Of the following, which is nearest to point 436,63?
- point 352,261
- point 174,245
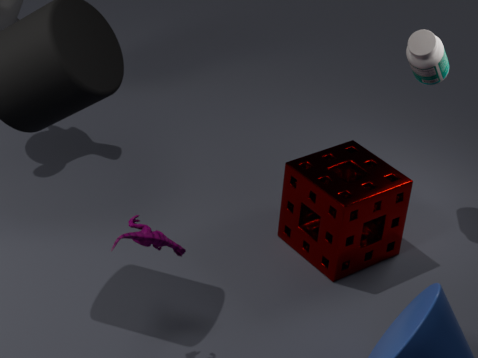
point 352,261
